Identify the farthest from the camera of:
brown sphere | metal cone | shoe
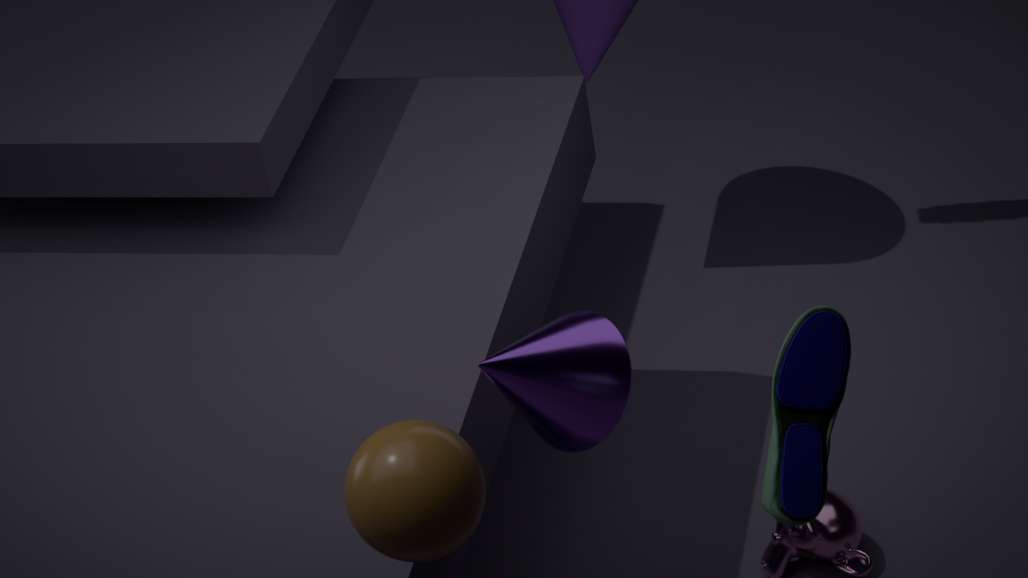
metal cone
